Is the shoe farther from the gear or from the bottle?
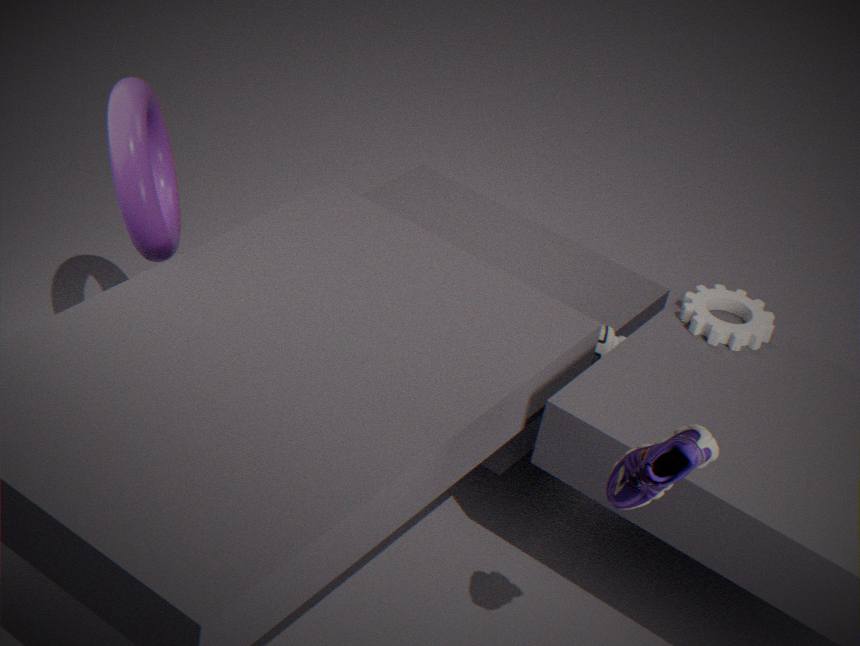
the gear
